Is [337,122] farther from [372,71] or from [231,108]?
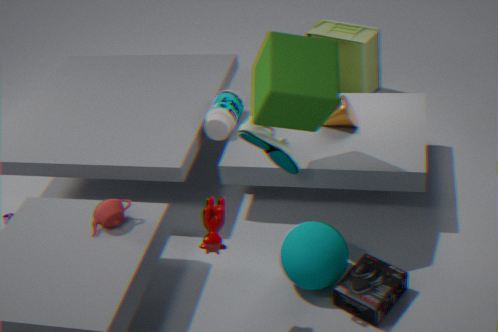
[372,71]
